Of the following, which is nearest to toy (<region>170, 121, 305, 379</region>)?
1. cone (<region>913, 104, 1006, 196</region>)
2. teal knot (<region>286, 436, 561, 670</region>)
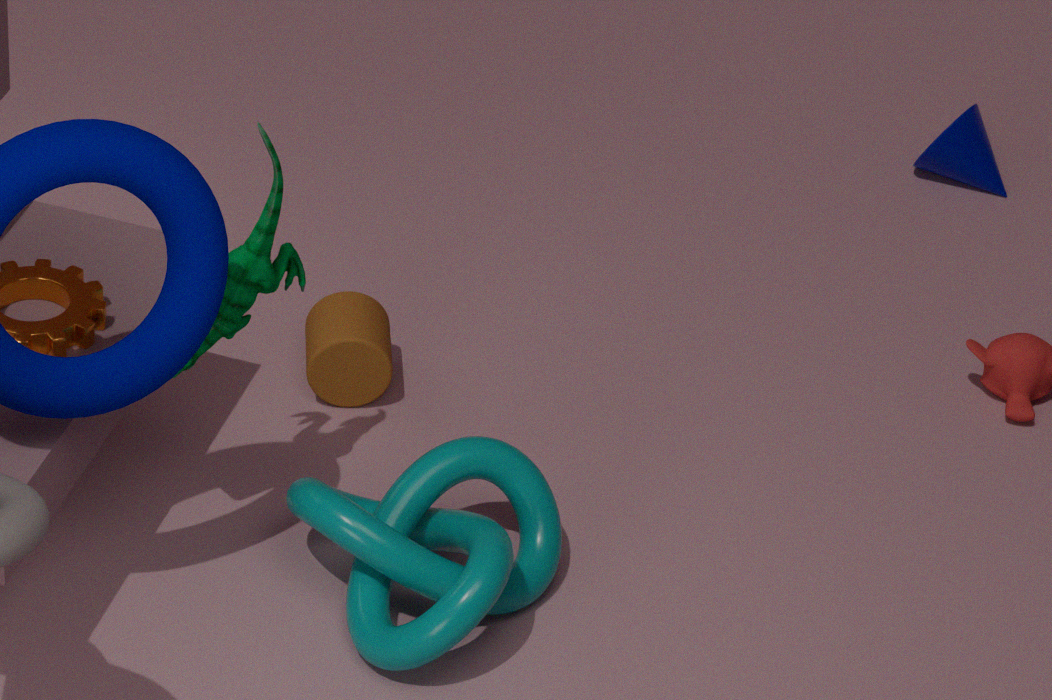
teal knot (<region>286, 436, 561, 670</region>)
